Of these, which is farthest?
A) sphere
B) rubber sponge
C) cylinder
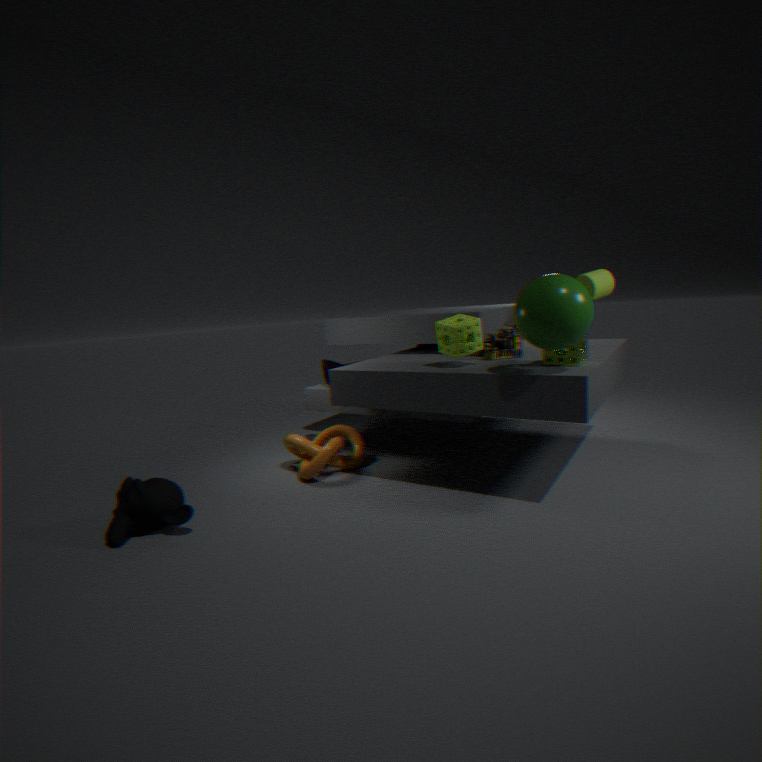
cylinder
